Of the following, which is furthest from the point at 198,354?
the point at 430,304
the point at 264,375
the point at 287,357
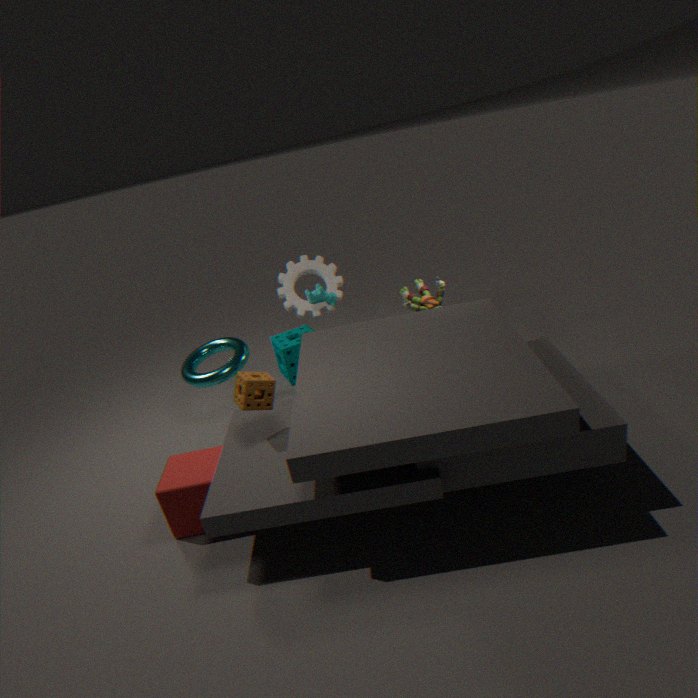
the point at 430,304
